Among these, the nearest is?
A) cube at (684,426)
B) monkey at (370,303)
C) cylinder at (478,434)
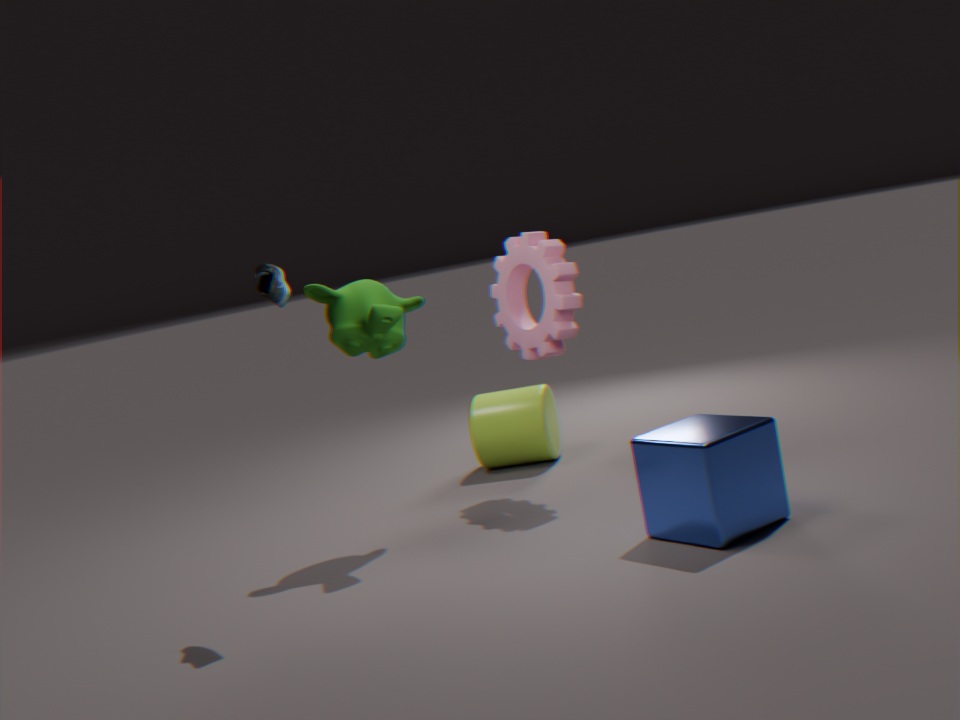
cube at (684,426)
